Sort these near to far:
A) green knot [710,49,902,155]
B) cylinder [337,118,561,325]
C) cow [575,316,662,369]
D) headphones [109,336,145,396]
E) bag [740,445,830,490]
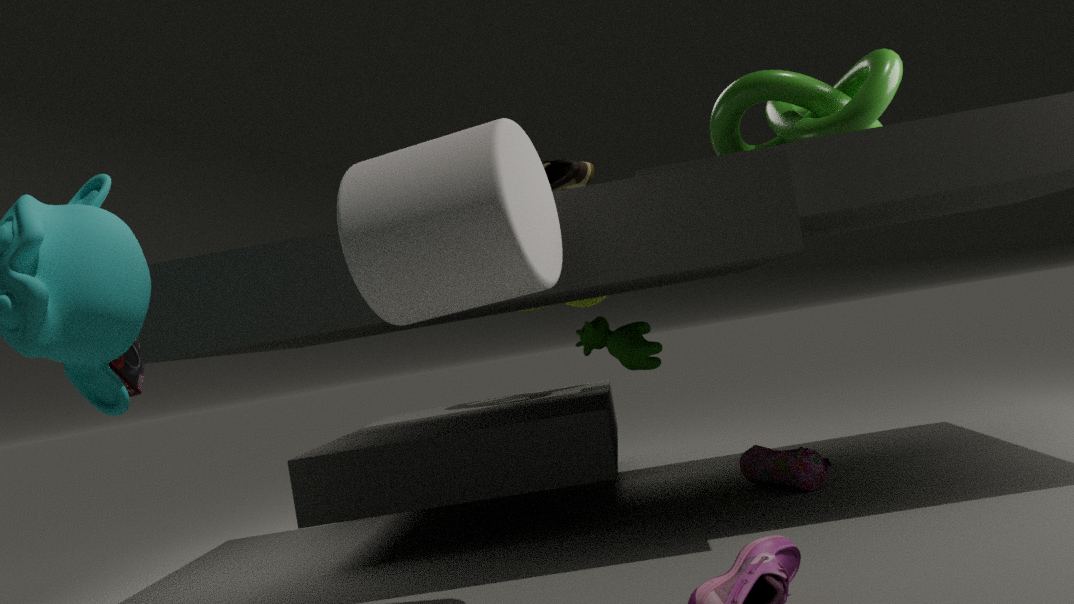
1. cylinder [337,118,561,325]
2. green knot [710,49,902,155]
3. headphones [109,336,145,396]
4. bag [740,445,830,490]
5. cow [575,316,662,369]
